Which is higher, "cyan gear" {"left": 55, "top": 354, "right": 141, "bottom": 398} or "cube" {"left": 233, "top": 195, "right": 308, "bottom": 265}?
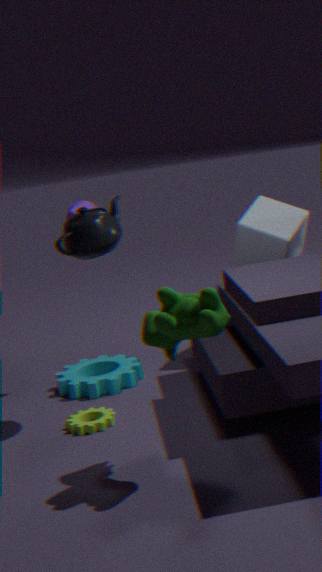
"cube" {"left": 233, "top": 195, "right": 308, "bottom": 265}
